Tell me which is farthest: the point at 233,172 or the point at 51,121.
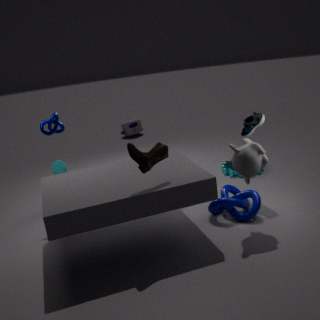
the point at 233,172
